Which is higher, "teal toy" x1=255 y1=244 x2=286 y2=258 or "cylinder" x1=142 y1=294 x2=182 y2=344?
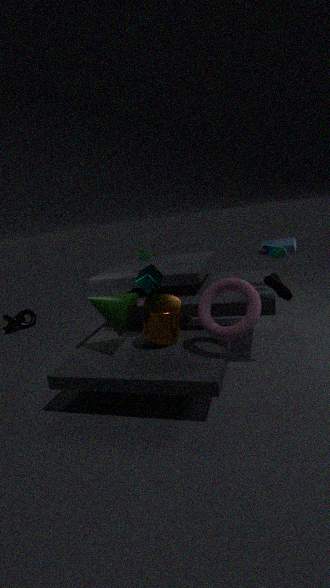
"teal toy" x1=255 y1=244 x2=286 y2=258
